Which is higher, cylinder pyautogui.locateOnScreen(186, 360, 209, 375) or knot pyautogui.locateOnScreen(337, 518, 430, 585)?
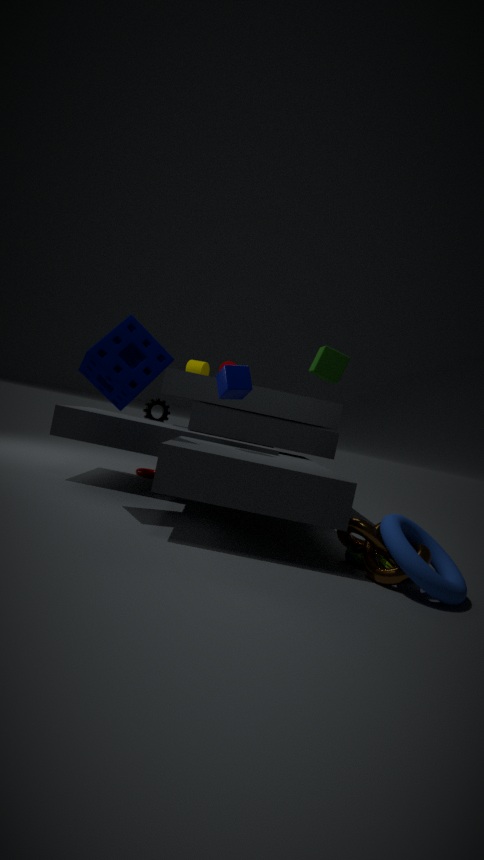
cylinder pyautogui.locateOnScreen(186, 360, 209, 375)
